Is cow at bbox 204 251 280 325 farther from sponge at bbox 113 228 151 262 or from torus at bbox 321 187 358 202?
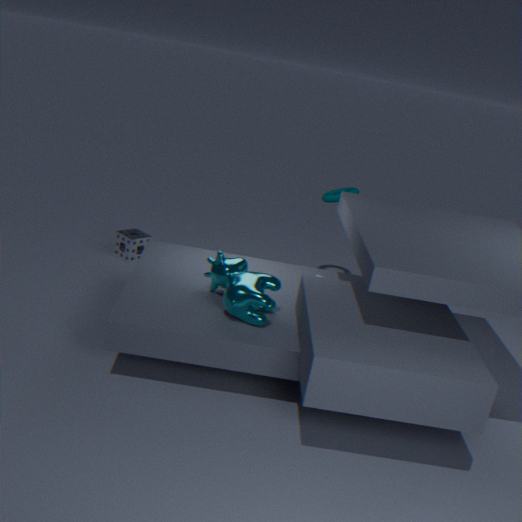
torus at bbox 321 187 358 202
